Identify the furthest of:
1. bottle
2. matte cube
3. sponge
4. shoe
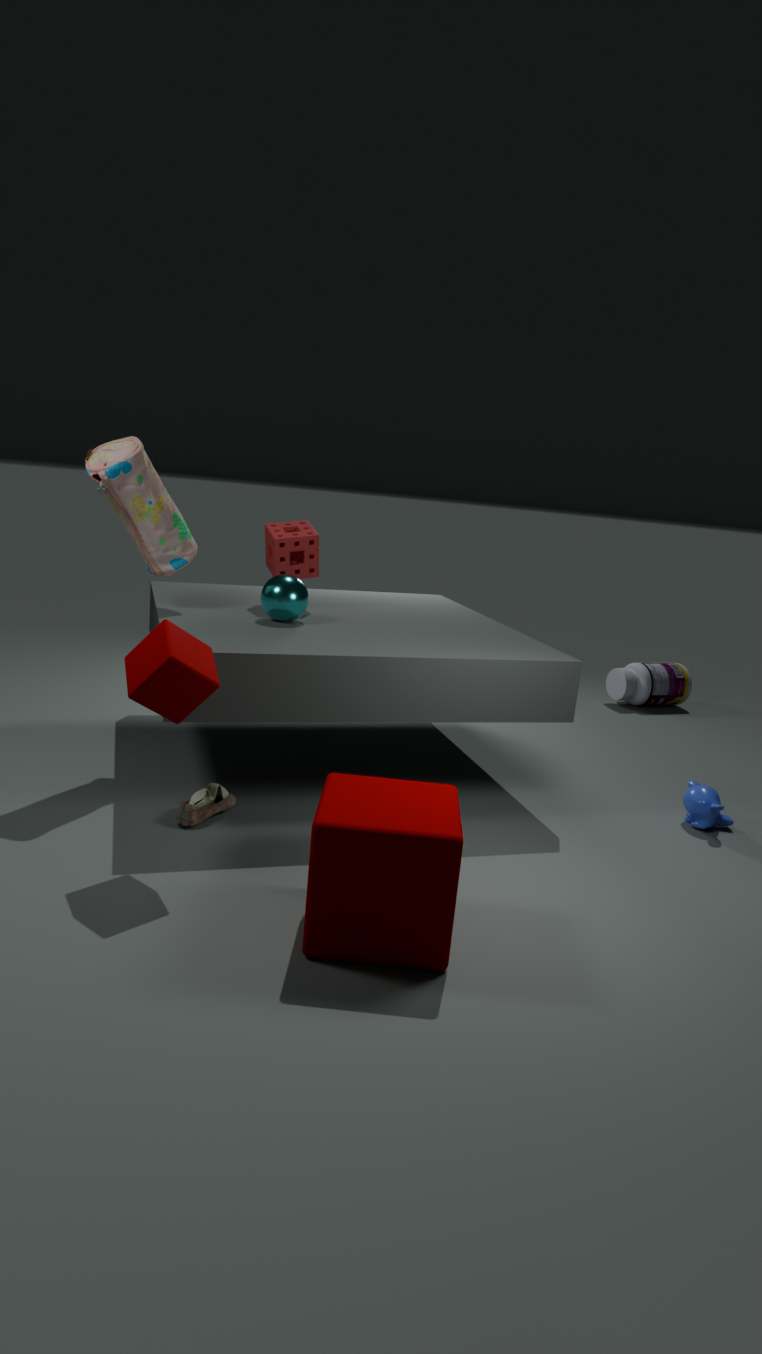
bottle
